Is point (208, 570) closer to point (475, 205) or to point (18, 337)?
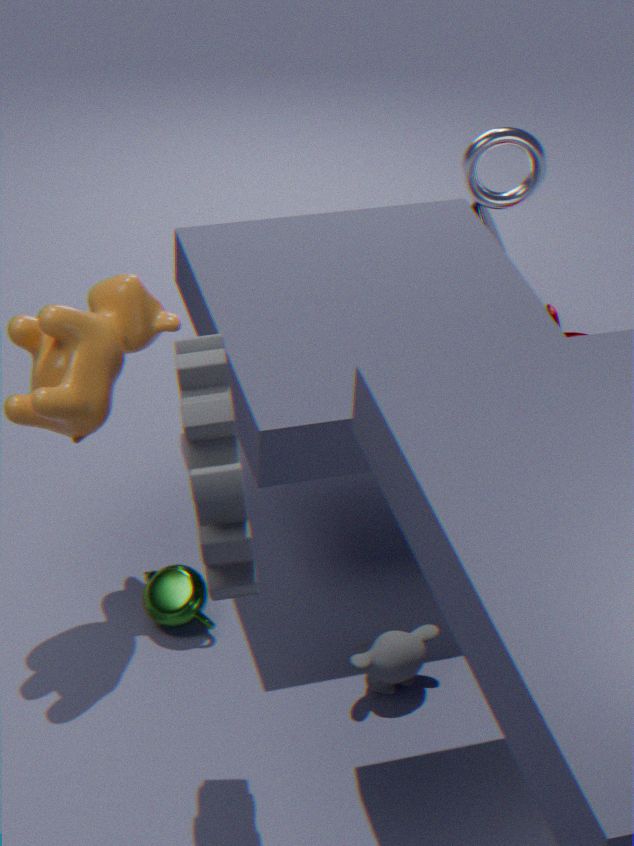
point (18, 337)
